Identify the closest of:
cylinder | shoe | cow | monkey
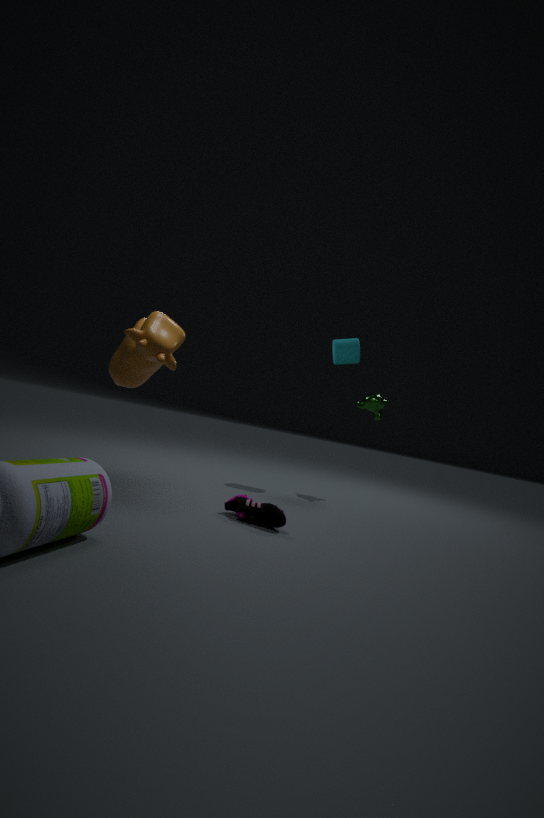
cow
